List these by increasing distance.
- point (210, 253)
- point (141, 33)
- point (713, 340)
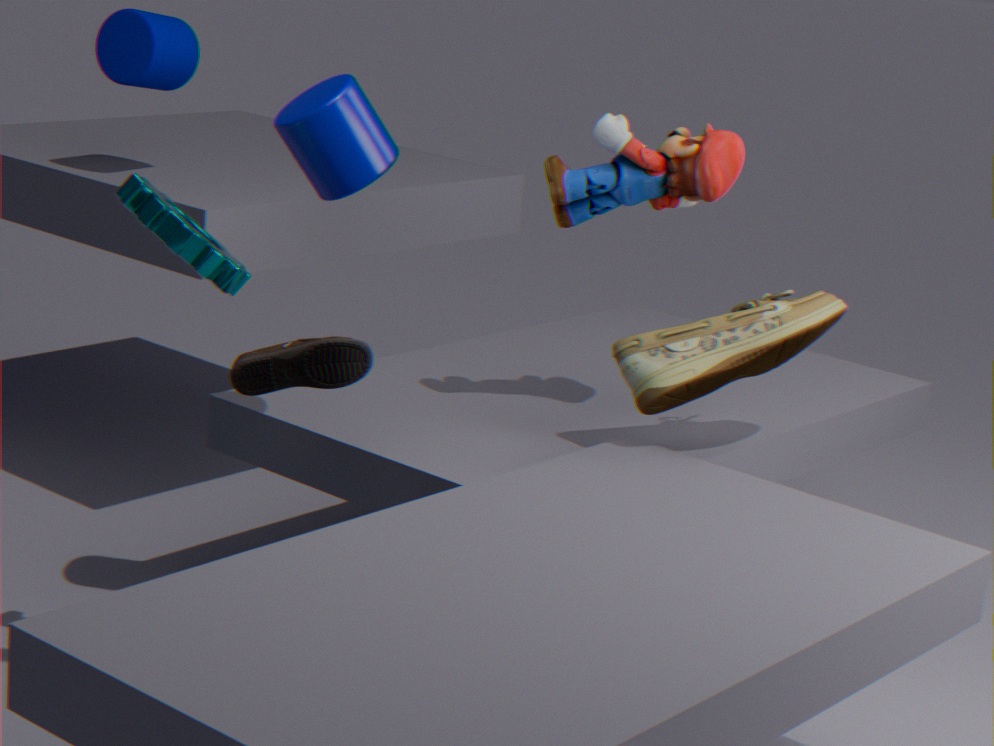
point (210, 253) → point (713, 340) → point (141, 33)
